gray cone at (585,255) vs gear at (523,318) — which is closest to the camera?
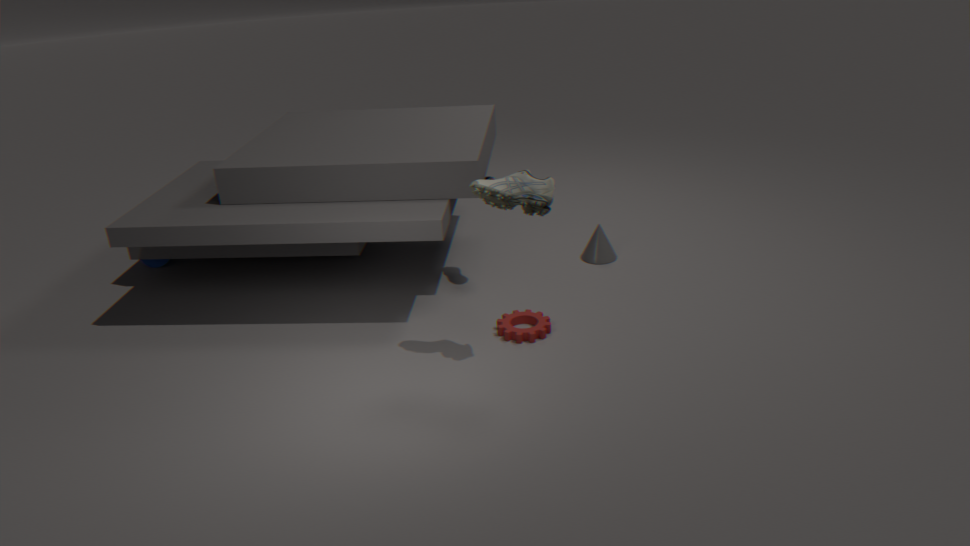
gear at (523,318)
